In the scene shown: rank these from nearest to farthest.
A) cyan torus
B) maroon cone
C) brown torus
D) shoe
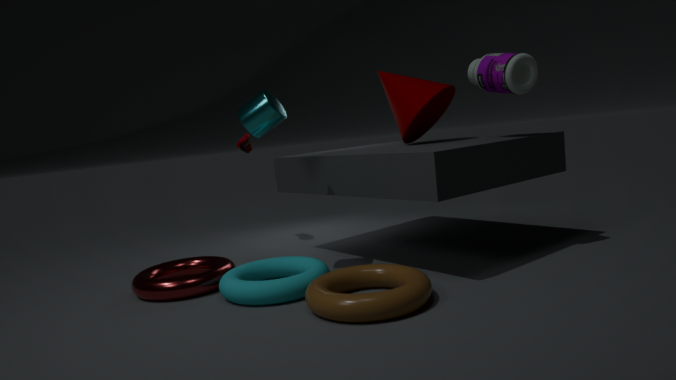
brown torus → cyan torus → maroon cone → shoe
